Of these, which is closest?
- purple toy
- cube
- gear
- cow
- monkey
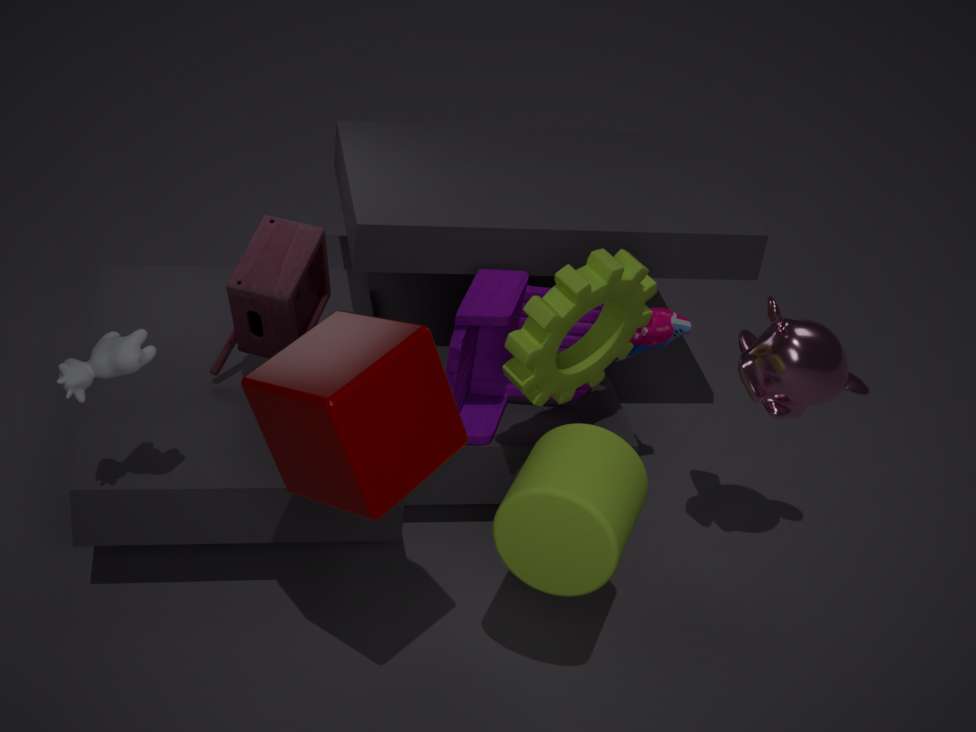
cube
